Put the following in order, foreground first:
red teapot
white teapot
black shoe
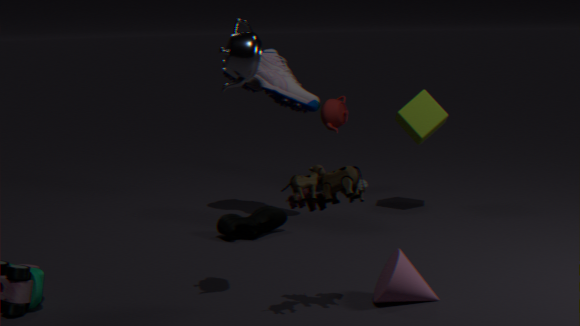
white teapot
black shoe
red teapot
